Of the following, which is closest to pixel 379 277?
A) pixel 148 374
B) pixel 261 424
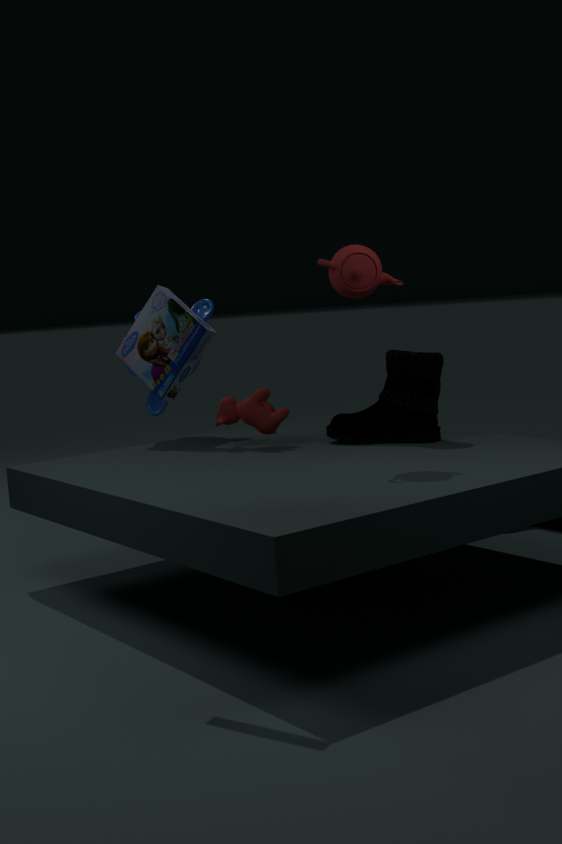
pixel 261 424
